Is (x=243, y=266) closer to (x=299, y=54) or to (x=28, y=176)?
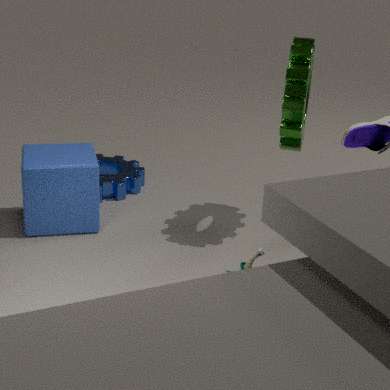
(x=299, y=54)
